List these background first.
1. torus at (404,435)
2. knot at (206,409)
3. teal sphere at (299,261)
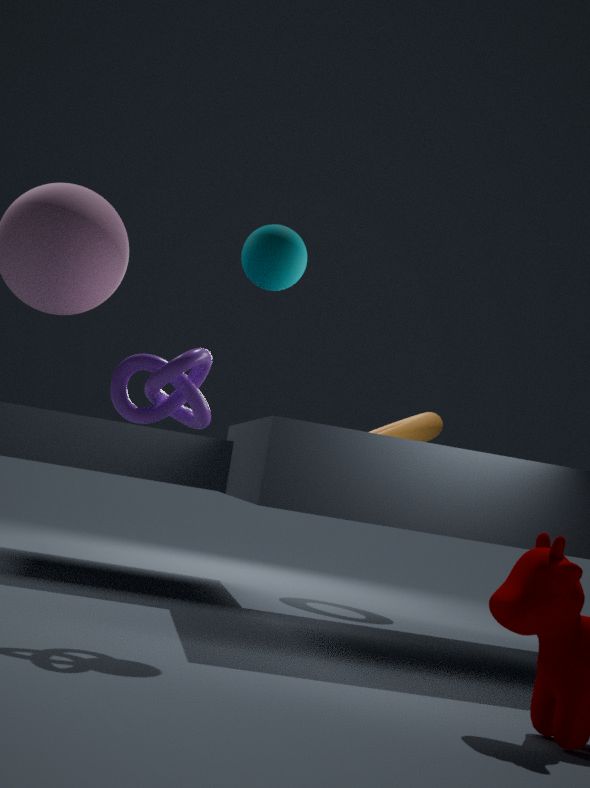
torus at (404,435), teal sphere at (299,261), knot at (206,409)
